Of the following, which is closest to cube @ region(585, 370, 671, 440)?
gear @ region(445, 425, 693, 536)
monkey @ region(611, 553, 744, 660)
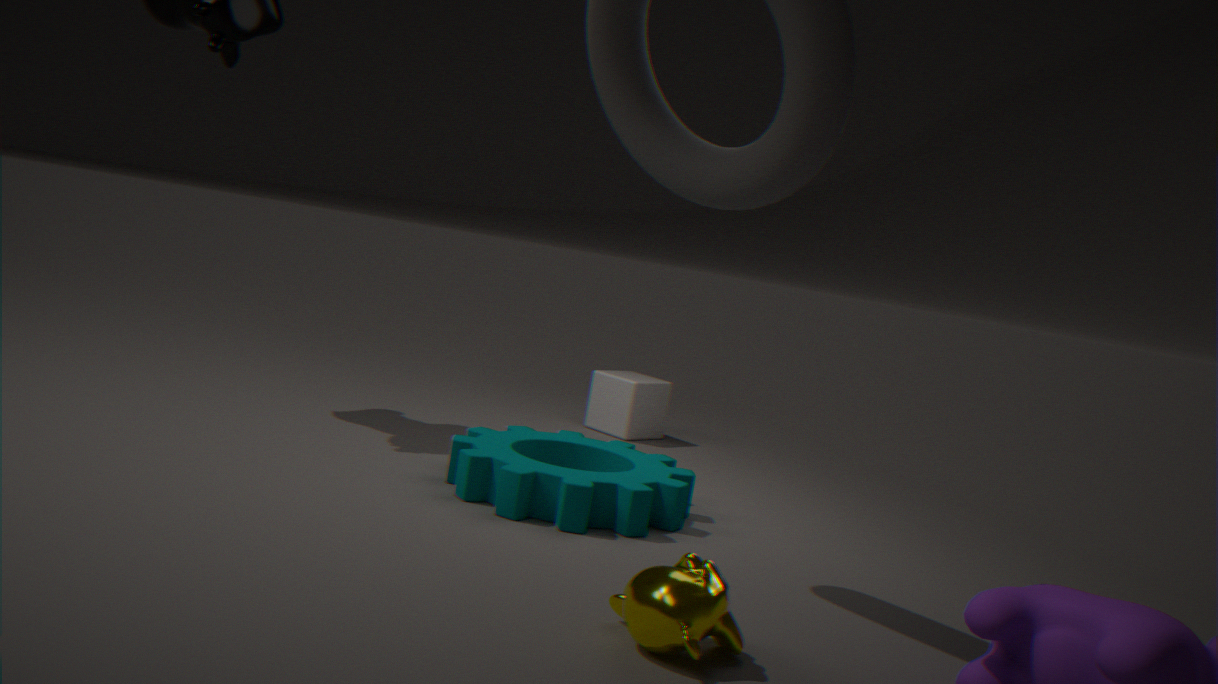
gear @ region(445, 425, 693, 536)
